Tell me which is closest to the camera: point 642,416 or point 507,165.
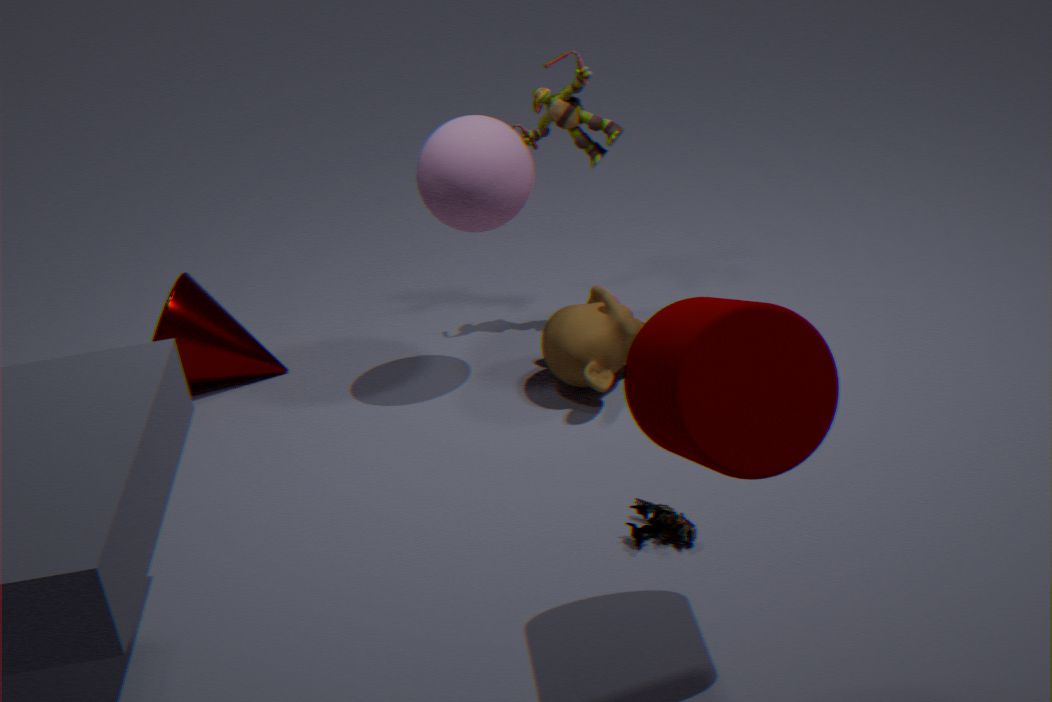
point 642,416
